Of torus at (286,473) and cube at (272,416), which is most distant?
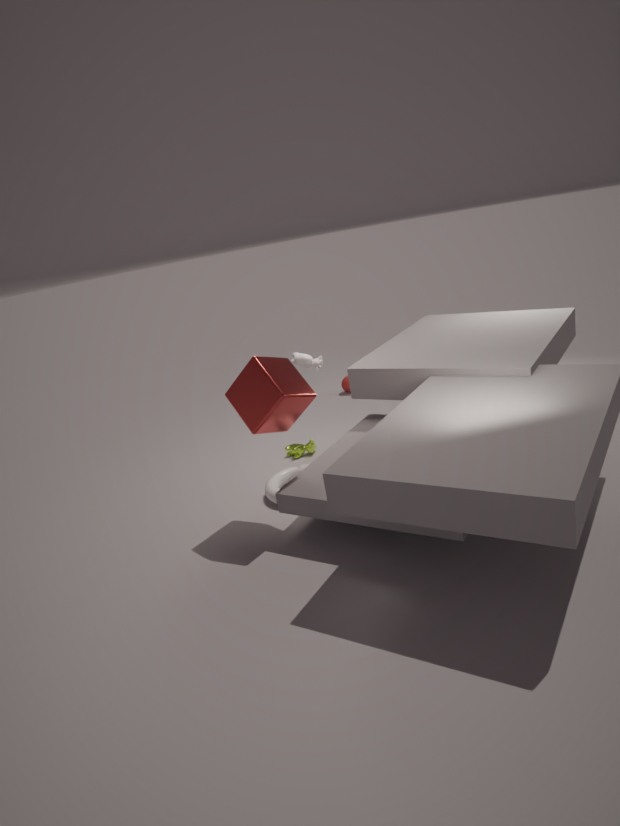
torus at (286,473)
